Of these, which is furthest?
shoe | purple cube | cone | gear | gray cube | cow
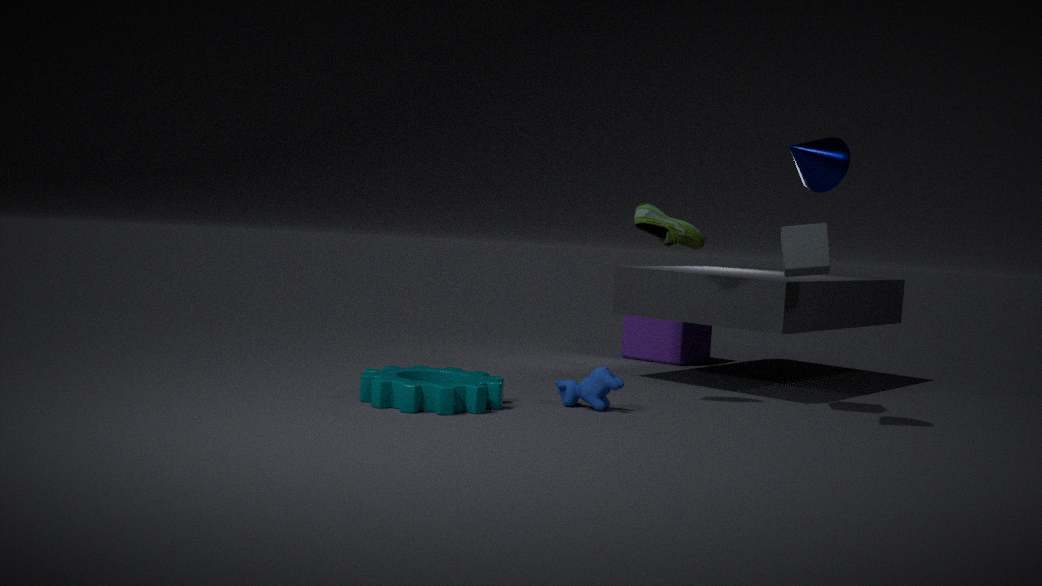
purple cube
